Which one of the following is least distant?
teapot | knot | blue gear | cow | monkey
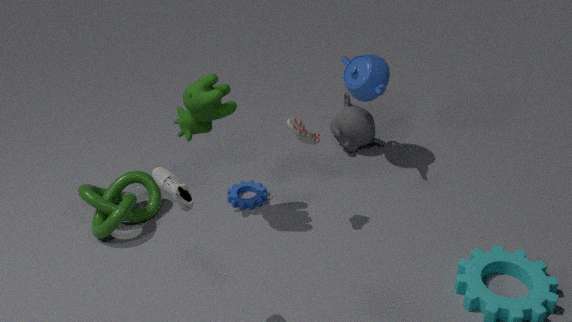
cow
